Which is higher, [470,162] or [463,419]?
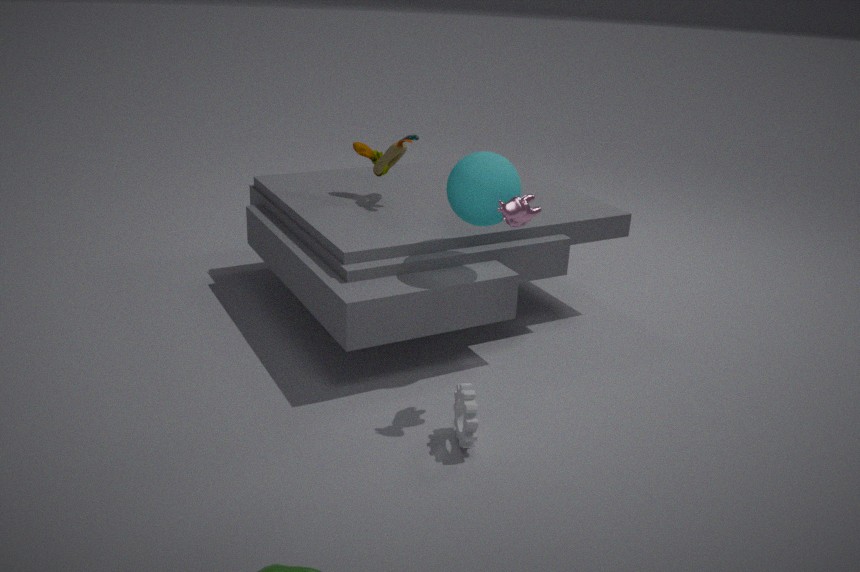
[470,162]
